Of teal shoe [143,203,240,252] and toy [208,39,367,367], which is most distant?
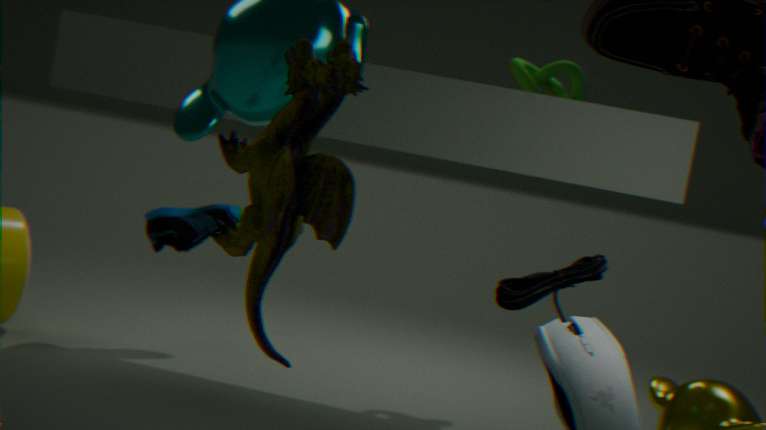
teal shoe [143,203,240,252]
